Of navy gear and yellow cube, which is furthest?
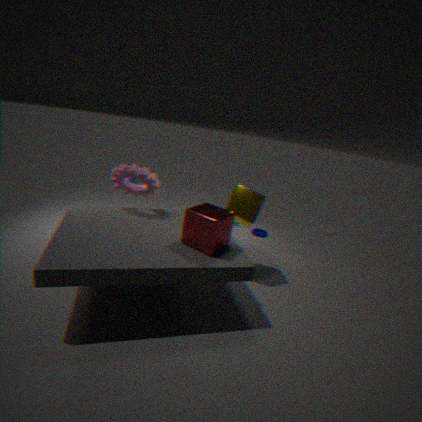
navy gear
